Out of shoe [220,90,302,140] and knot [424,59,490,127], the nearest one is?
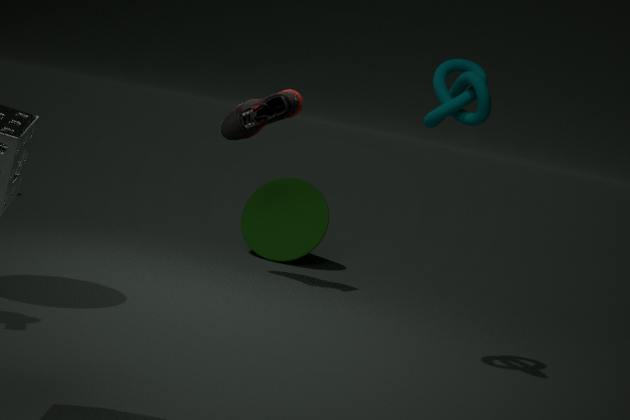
knot [424,59,490,127]
